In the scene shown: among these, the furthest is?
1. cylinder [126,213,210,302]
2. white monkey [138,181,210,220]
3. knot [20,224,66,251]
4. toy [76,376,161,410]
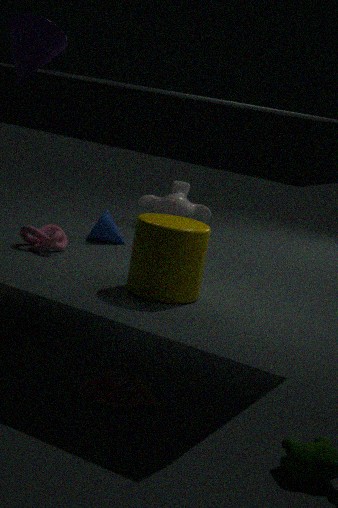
white monkey [138,181,210,220]
